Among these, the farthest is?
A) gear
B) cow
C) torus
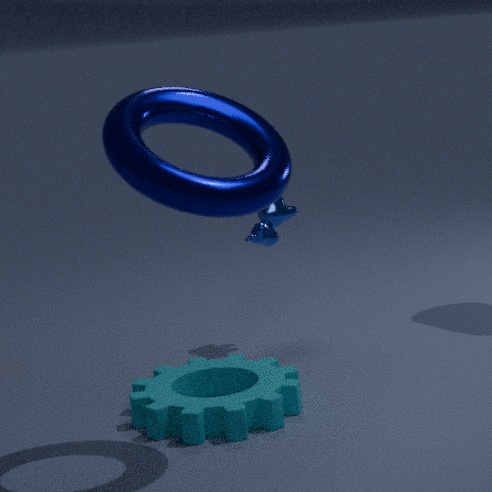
B. cow
